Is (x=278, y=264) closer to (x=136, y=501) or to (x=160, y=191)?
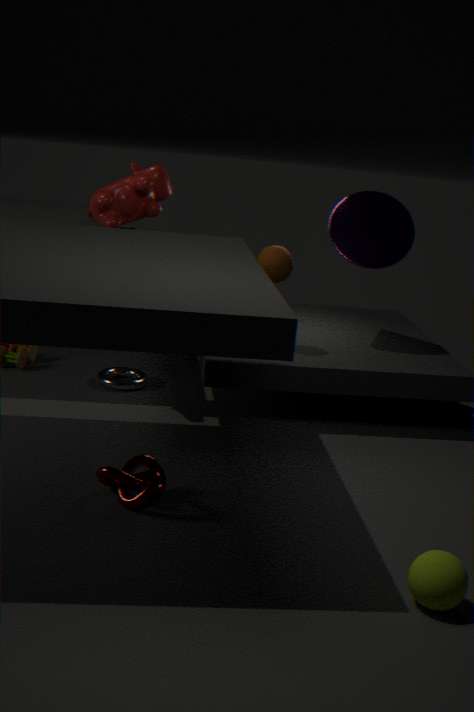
(x=160, y=191)
